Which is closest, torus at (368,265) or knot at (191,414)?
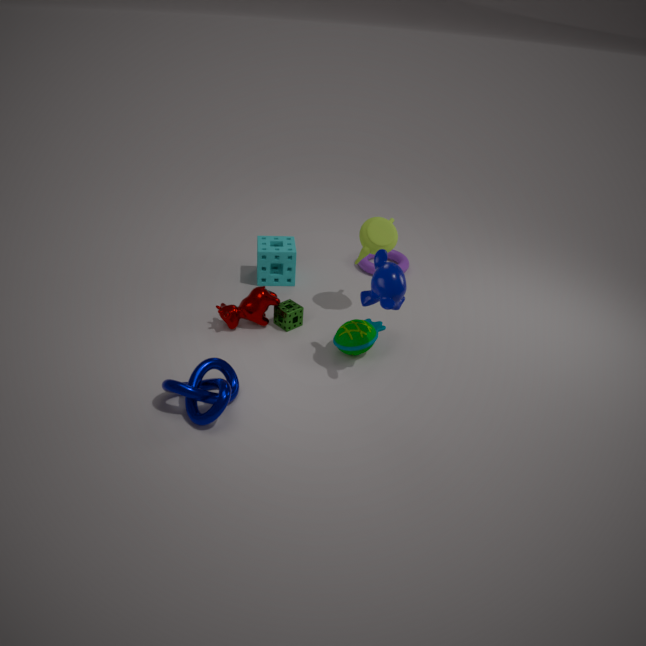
knot at (191,414)
